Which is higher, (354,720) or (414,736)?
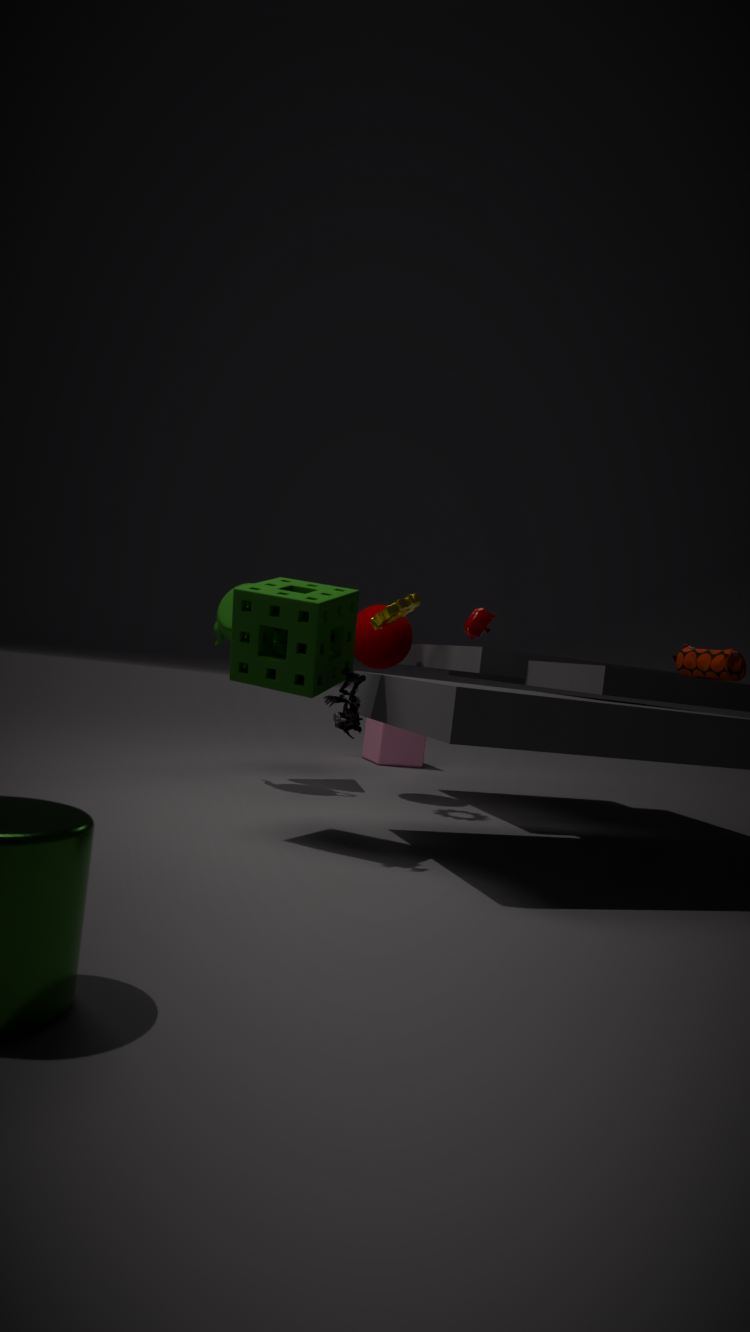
(354,720)
